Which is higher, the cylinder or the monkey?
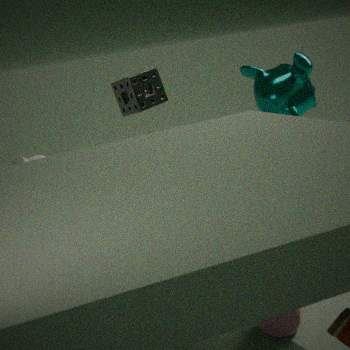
the monkey
